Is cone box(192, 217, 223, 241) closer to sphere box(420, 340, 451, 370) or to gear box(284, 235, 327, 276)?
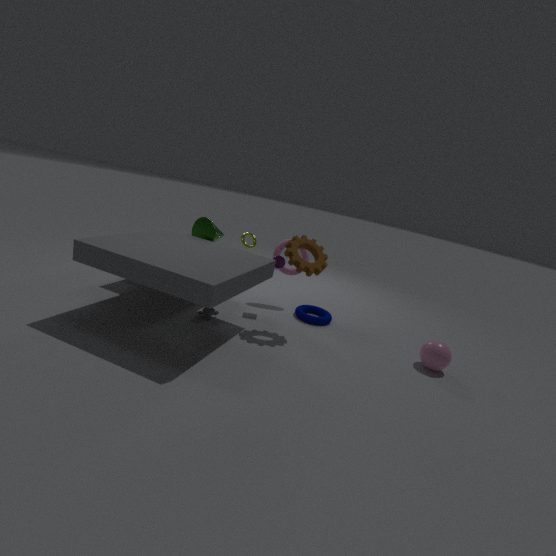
gear box(284, 235, 327, 276)
